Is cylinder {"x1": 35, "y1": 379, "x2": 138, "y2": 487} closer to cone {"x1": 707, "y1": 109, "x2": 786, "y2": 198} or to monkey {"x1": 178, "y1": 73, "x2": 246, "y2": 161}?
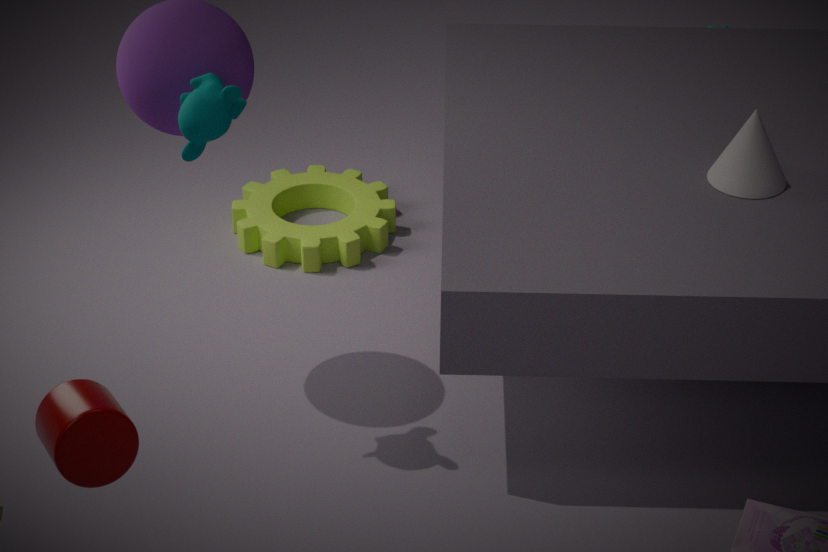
monkey {"x1": 178, "y1": 73, "x2": 246, "y2": 161}
